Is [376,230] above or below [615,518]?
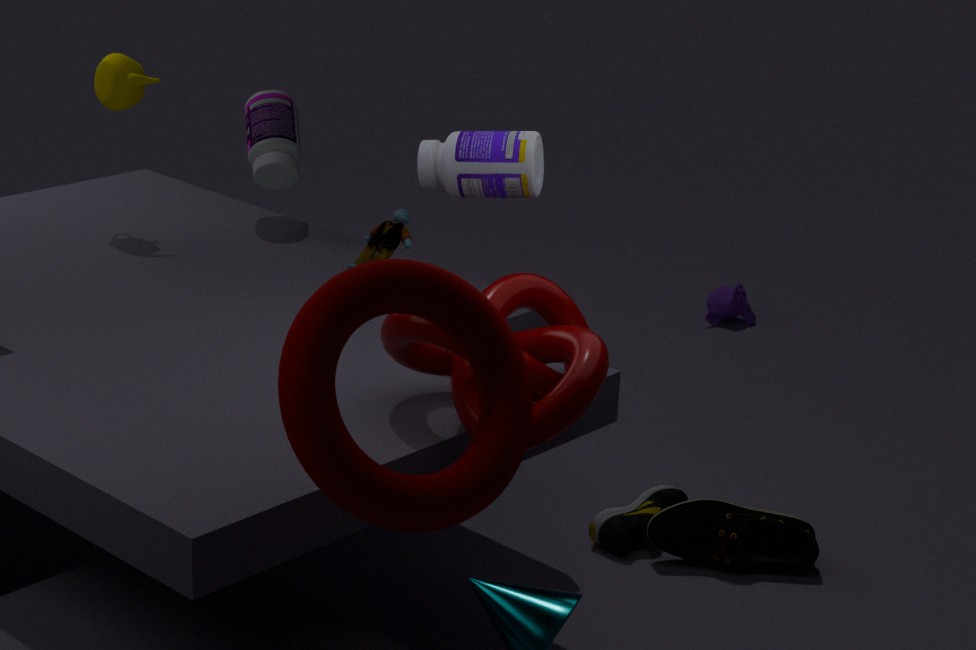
above
